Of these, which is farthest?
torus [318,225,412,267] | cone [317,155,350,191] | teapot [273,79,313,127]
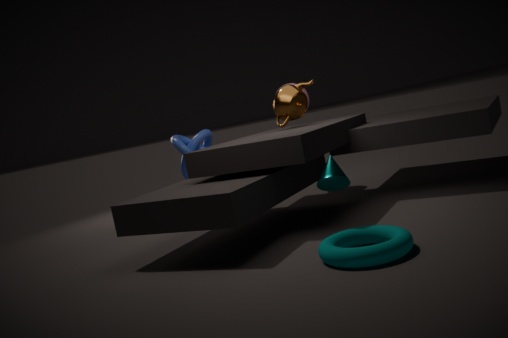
teapot [273,79,313,127]
